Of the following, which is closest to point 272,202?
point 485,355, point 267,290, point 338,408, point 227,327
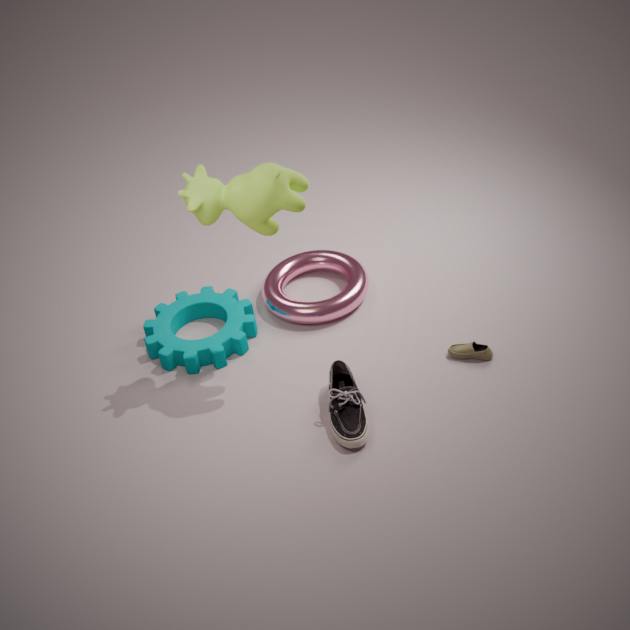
point 227,327
